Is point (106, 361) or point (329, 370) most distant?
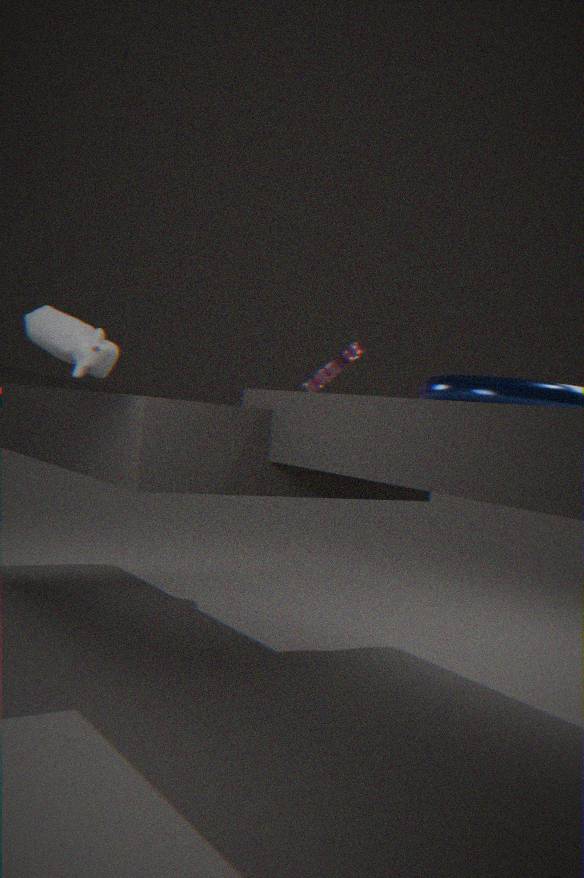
point (329, 370)
